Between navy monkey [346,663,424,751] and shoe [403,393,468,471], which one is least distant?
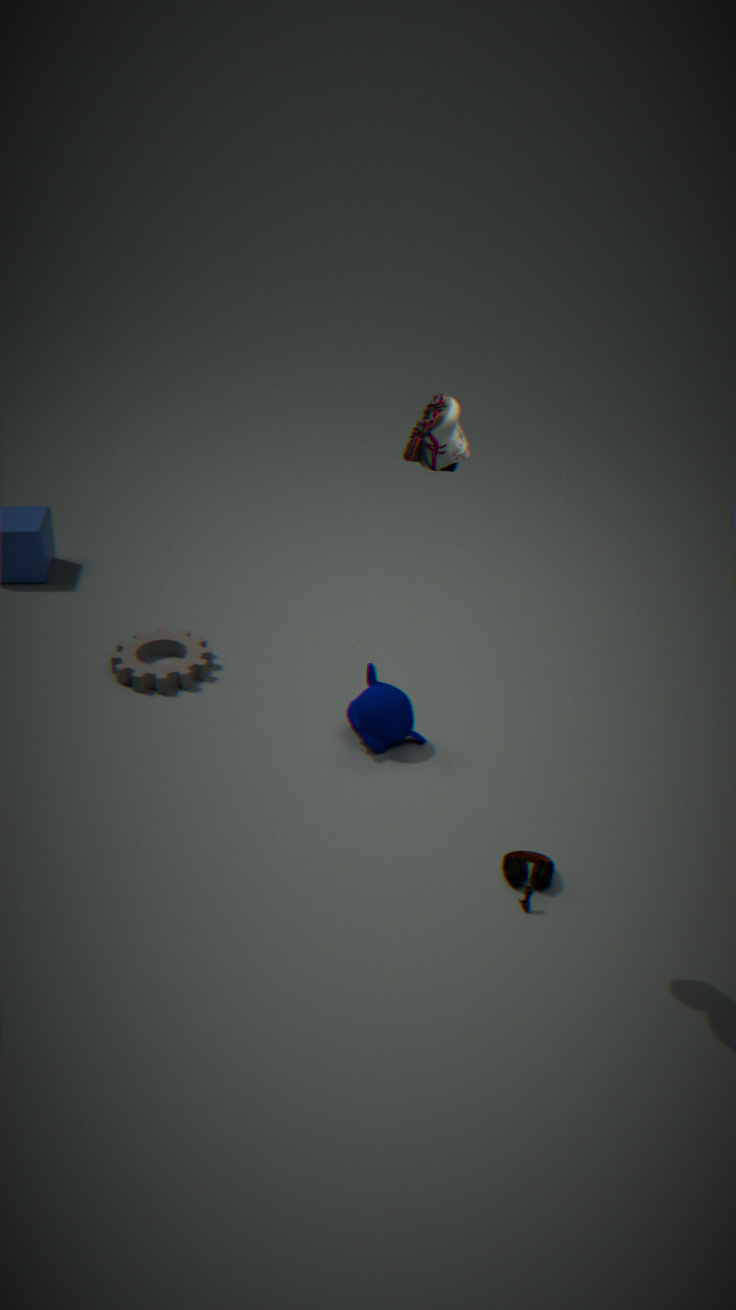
shoe [403,393,468,471]
